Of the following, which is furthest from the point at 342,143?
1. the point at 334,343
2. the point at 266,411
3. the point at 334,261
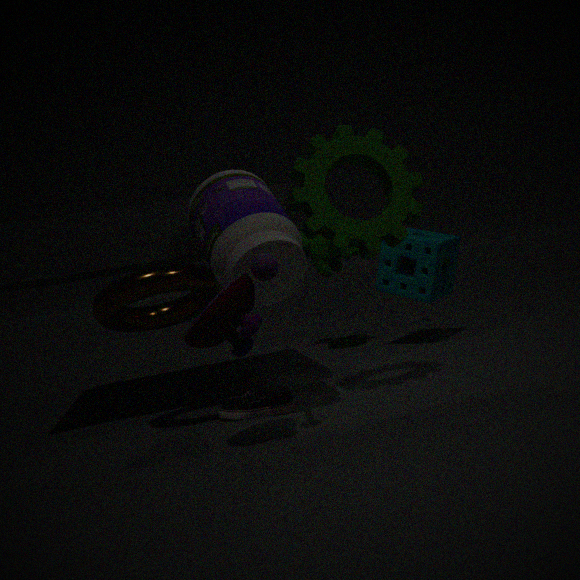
the point at 334,343
